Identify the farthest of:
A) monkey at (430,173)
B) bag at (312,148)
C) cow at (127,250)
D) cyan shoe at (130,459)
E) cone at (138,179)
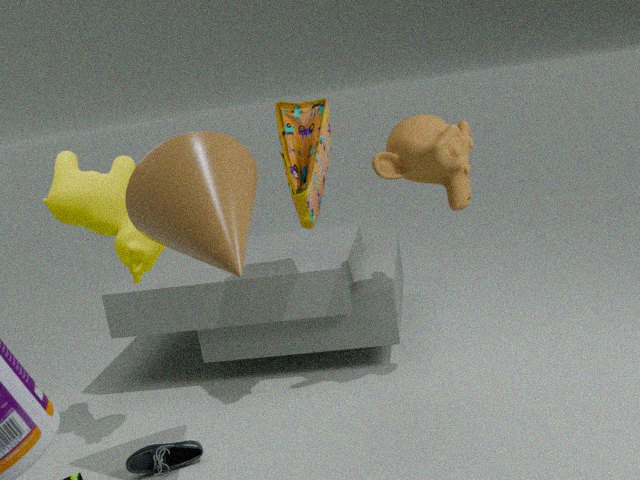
bag at (312,148)
